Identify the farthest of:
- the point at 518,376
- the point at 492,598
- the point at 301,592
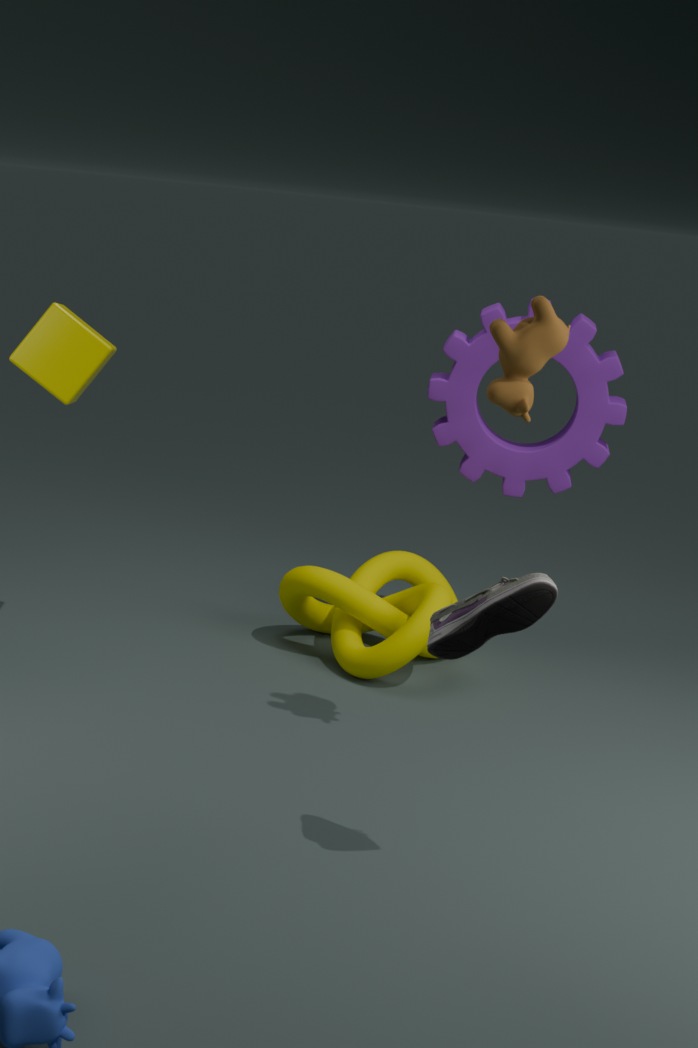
the point at 301,592
